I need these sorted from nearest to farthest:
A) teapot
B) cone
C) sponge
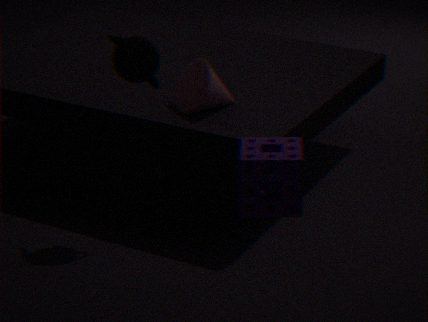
C. sponge, A. teapot, B. cone
